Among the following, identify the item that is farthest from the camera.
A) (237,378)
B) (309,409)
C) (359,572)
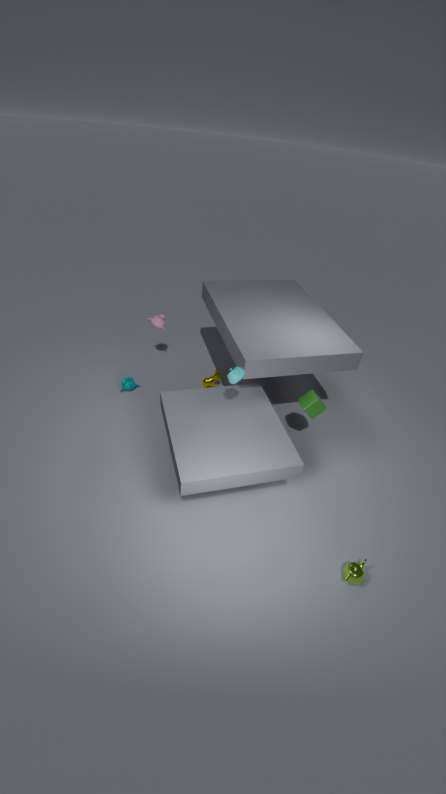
(309,409)
